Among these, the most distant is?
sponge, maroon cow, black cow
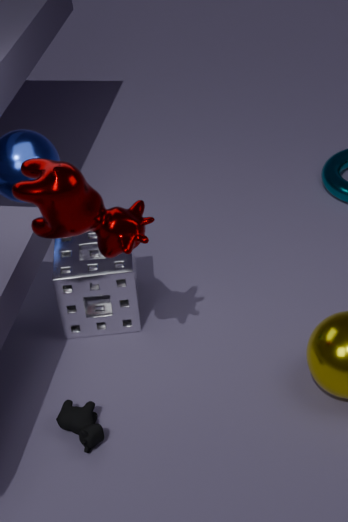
sponge
